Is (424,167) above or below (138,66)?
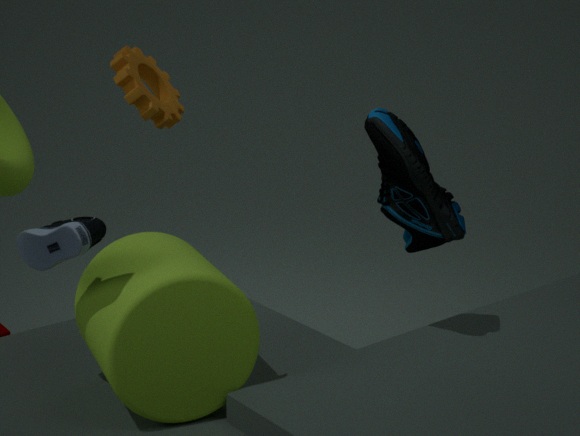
below
